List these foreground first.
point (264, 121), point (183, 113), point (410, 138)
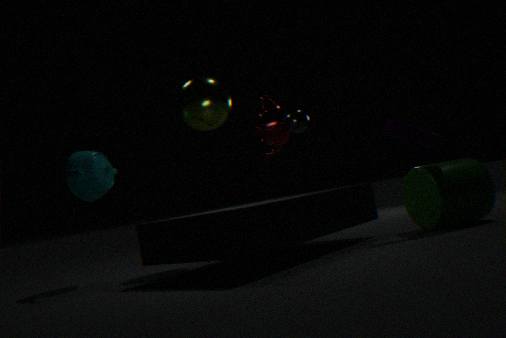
point (410, 138)
point (183, 113)
point (264, 121)
